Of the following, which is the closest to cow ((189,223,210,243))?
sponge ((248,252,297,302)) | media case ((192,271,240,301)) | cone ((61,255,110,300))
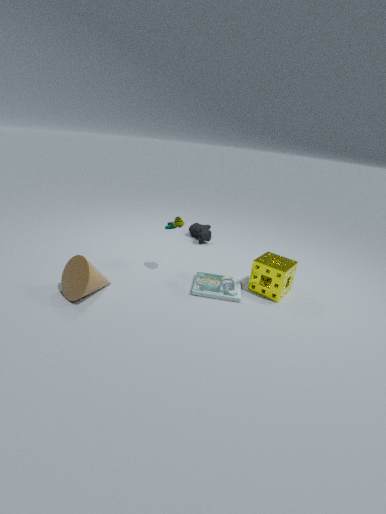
media case ((192,271,240,301))
